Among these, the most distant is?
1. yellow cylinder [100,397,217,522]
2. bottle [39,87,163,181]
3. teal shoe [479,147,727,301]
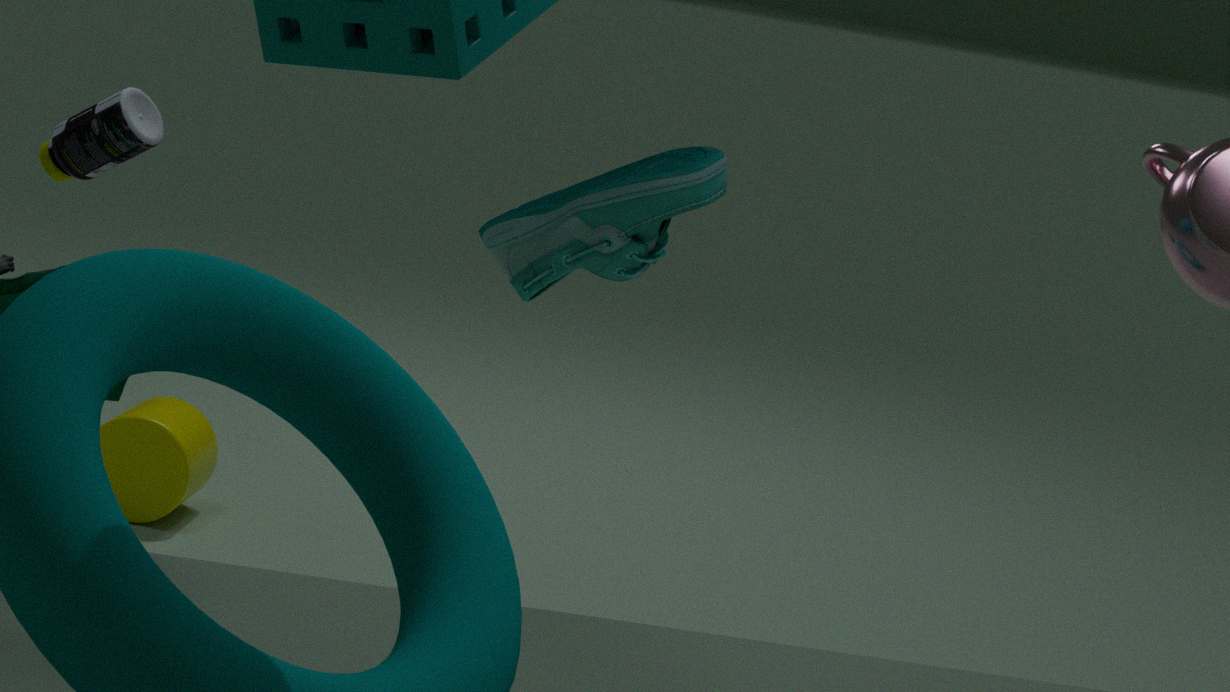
yellow cylinder [100,397,217,522]
